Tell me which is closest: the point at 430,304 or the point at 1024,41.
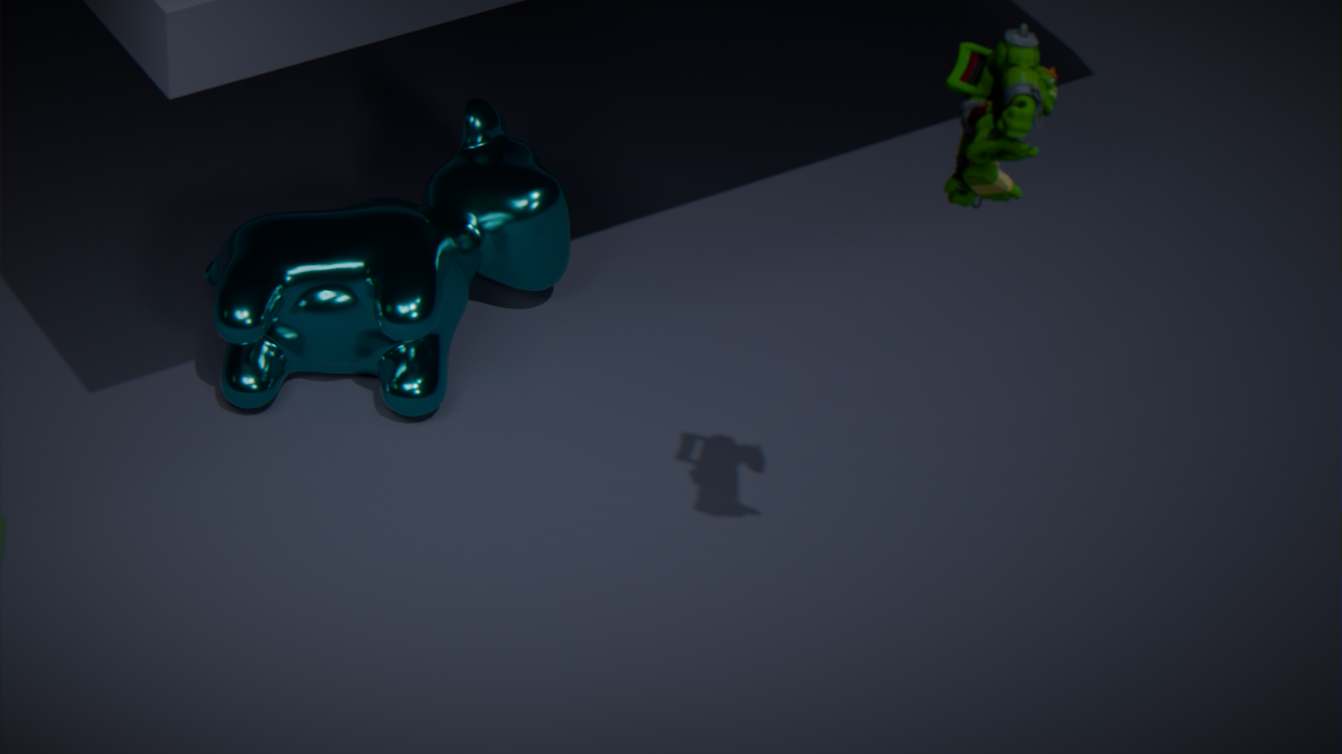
the point at 1024,41
